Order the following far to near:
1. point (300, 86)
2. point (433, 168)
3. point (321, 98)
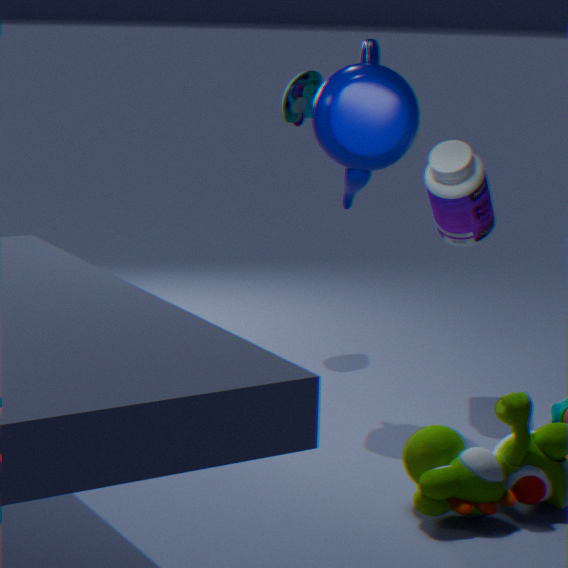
1. point (300, 86)
2. point (433, 168)
3. point (321, 98)
